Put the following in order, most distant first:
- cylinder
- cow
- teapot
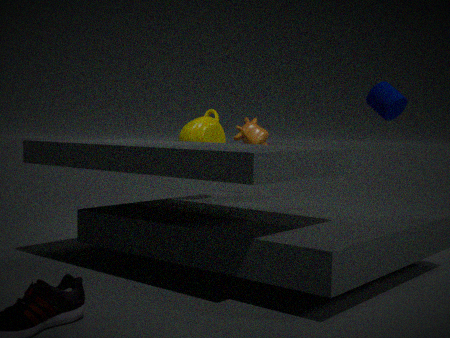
cow < teapot < cylinder
